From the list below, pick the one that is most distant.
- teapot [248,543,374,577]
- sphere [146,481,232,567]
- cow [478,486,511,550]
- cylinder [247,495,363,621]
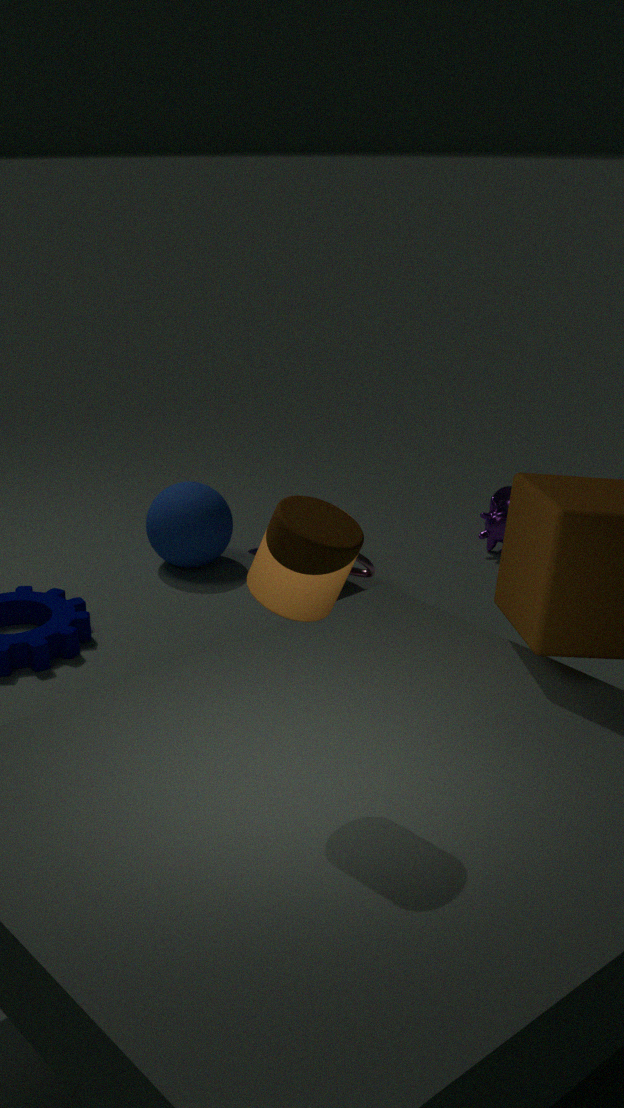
cow [478,486,511,550]
